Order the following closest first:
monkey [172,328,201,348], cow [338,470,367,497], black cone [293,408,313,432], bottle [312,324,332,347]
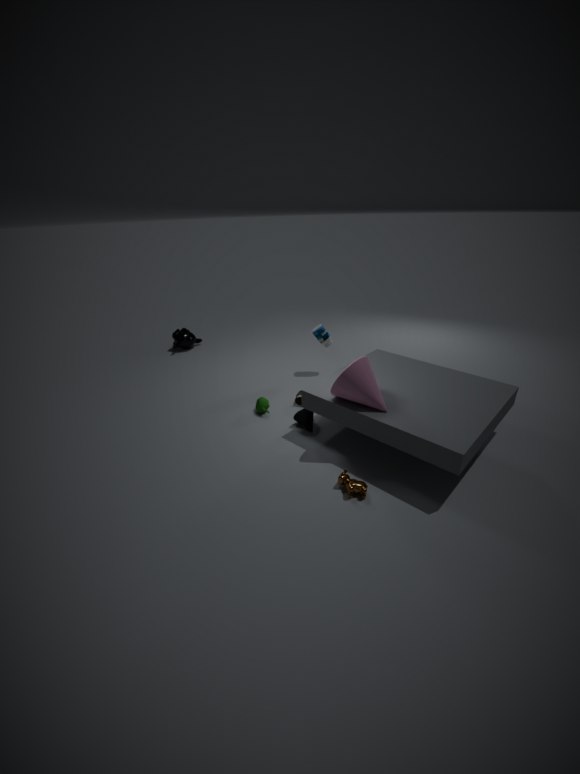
cow [338,470,367,497]
black cone [293,408,313,432]
bottle [312,324,332,347]
monkey [172,328,201,348]
